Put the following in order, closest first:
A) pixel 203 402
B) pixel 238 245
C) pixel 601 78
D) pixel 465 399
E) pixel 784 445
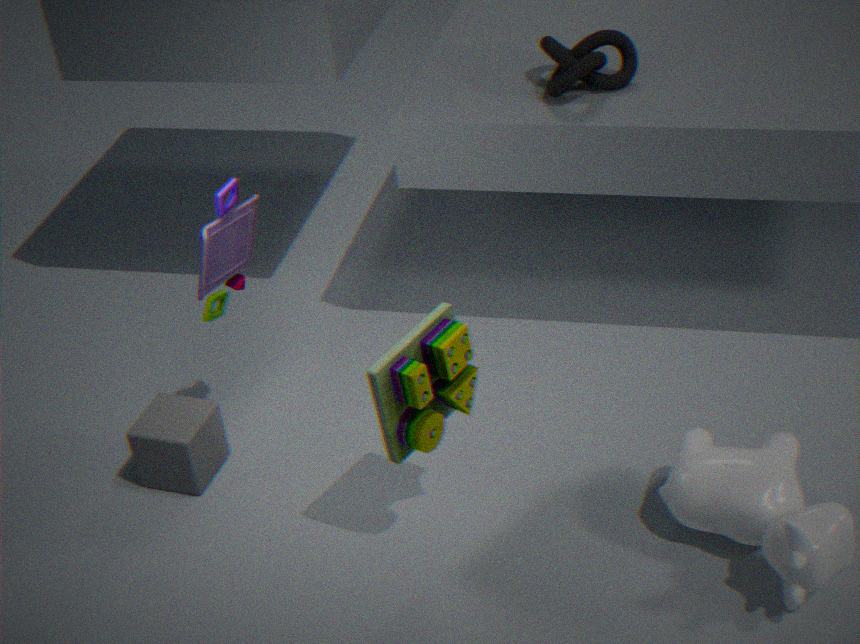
1. pixel 465 399
2. pixel 784 445
3. pixel 238 245
4. pixel 203 402
5. pixel 601 78
